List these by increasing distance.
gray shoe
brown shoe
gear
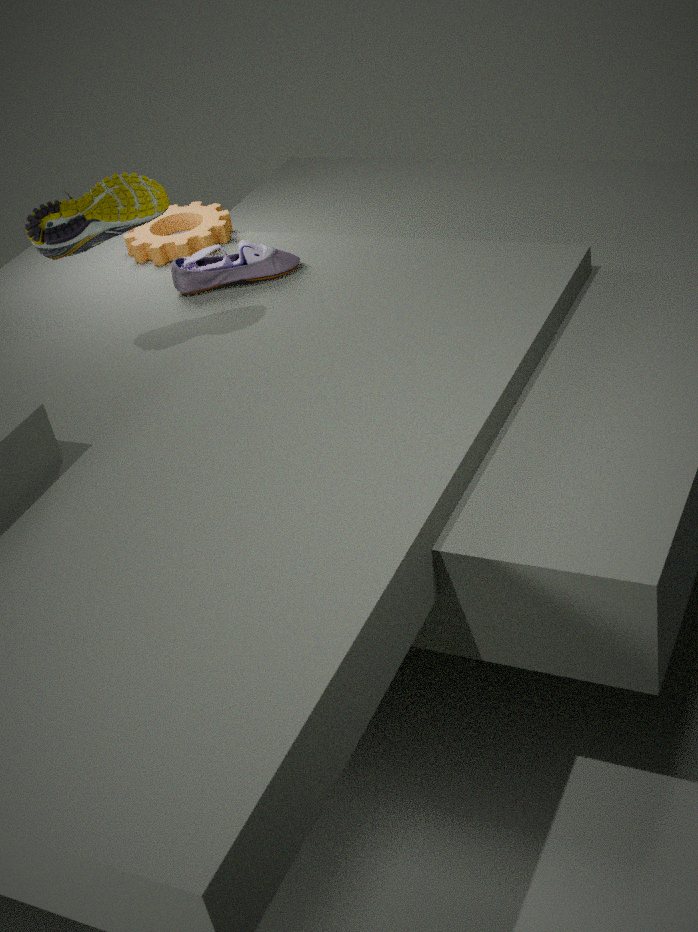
brown shoe, gray shoe, gear
